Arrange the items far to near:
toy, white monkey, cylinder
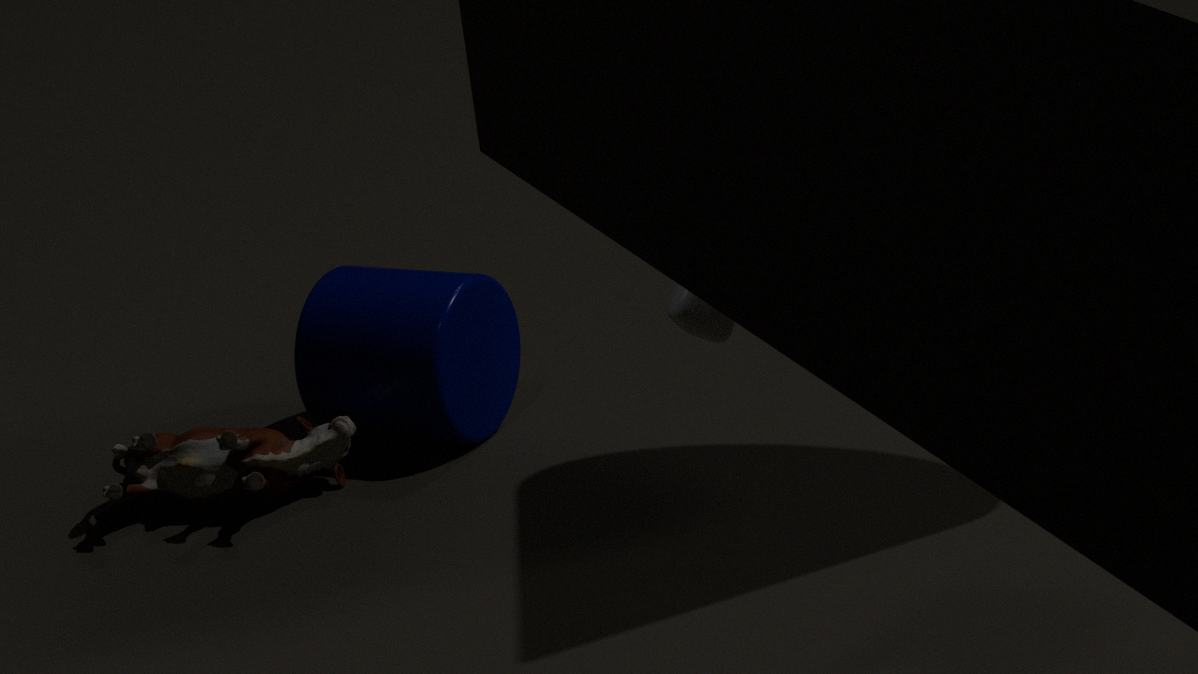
cylinder
toy
white monkey
